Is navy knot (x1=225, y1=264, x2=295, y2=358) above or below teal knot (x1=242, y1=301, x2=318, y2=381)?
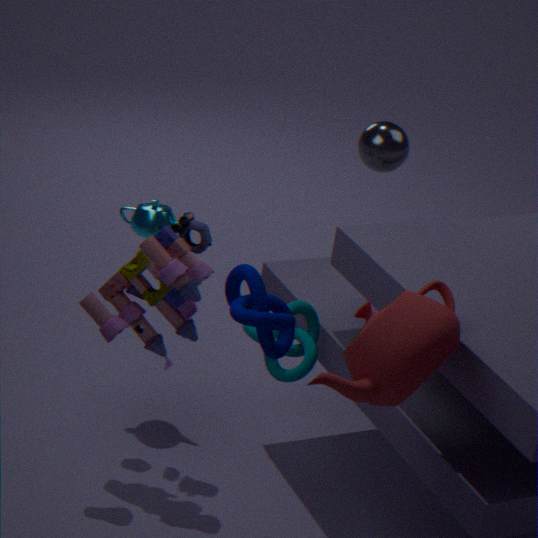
above
